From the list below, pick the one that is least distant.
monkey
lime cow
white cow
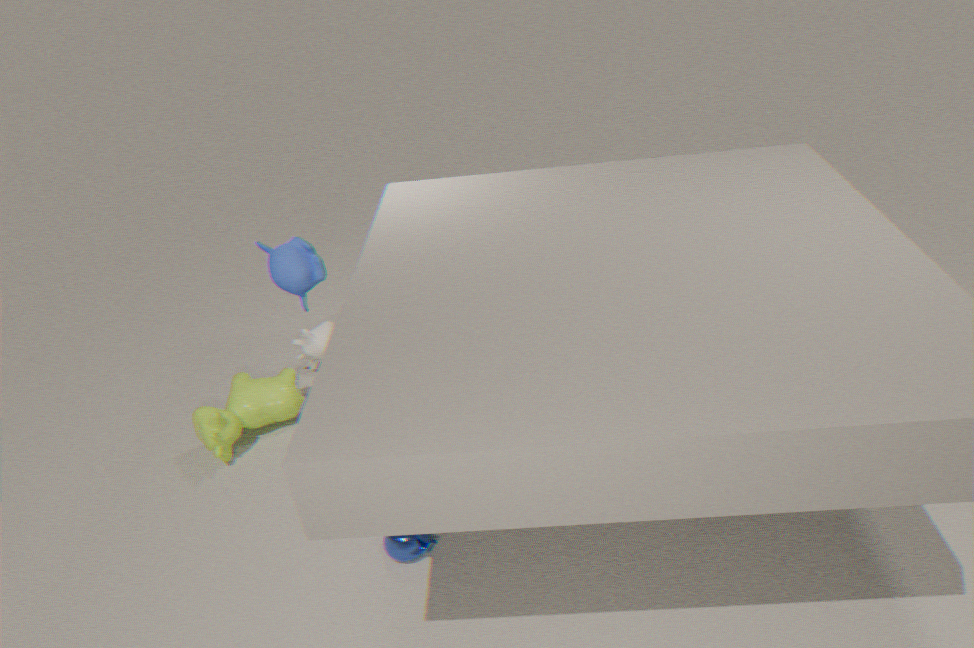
monkey
